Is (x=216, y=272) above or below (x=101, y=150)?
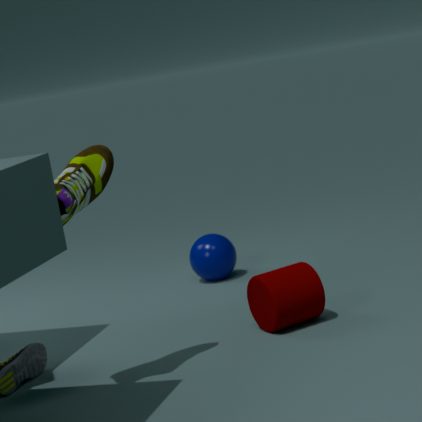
below
